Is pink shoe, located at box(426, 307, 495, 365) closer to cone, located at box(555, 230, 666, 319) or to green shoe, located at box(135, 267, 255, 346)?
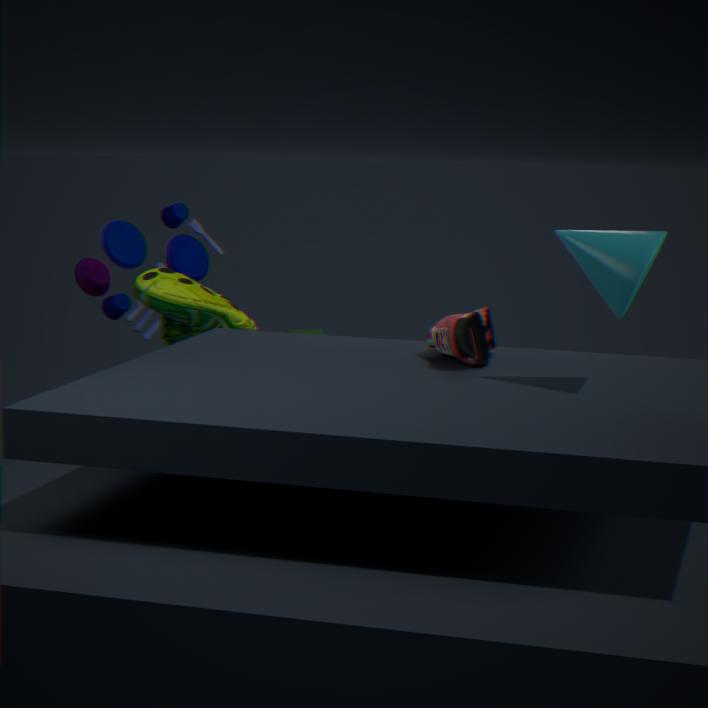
cone, located at box(555, 230, 666, 319)
